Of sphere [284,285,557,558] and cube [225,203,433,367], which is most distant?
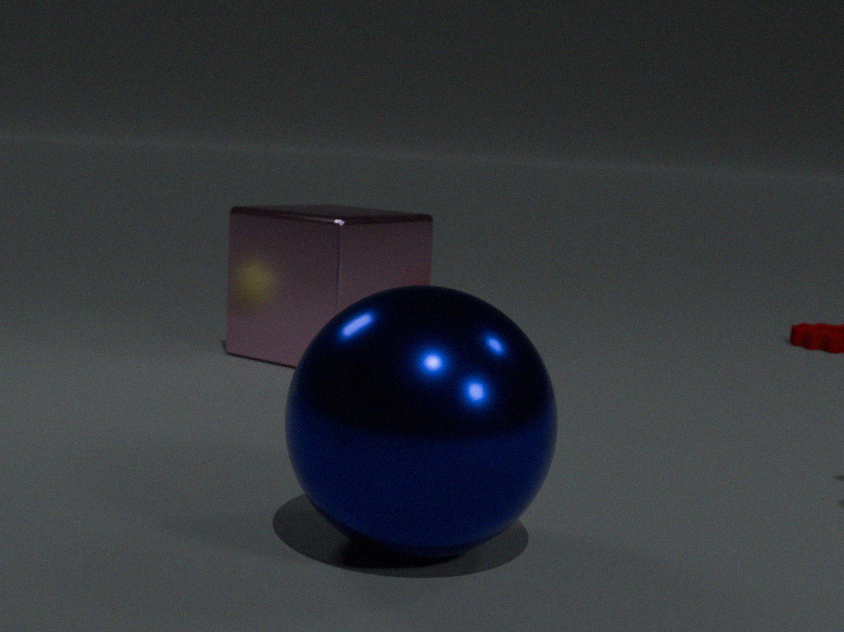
cube [225,203,433,367]
